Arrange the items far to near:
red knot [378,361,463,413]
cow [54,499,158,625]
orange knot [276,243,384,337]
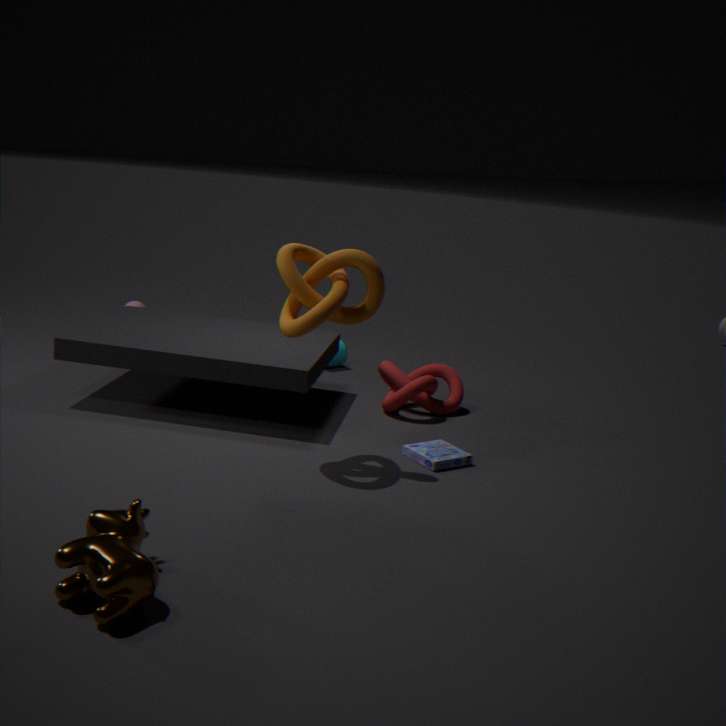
red knot [378,361,463,413] < orange knot [276,243,384,337] < cow [54,499,158,625]
